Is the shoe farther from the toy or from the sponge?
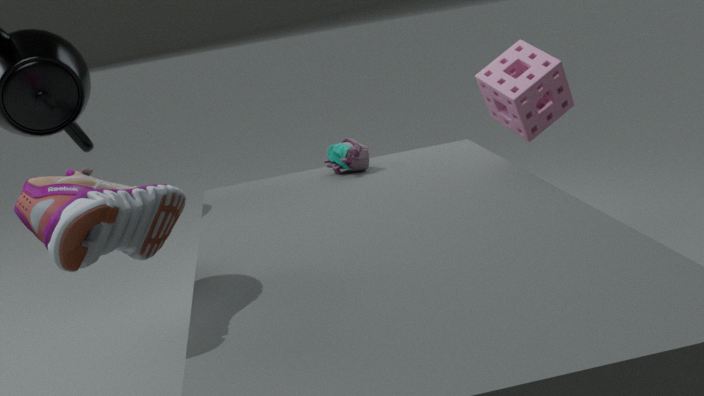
the sponge
